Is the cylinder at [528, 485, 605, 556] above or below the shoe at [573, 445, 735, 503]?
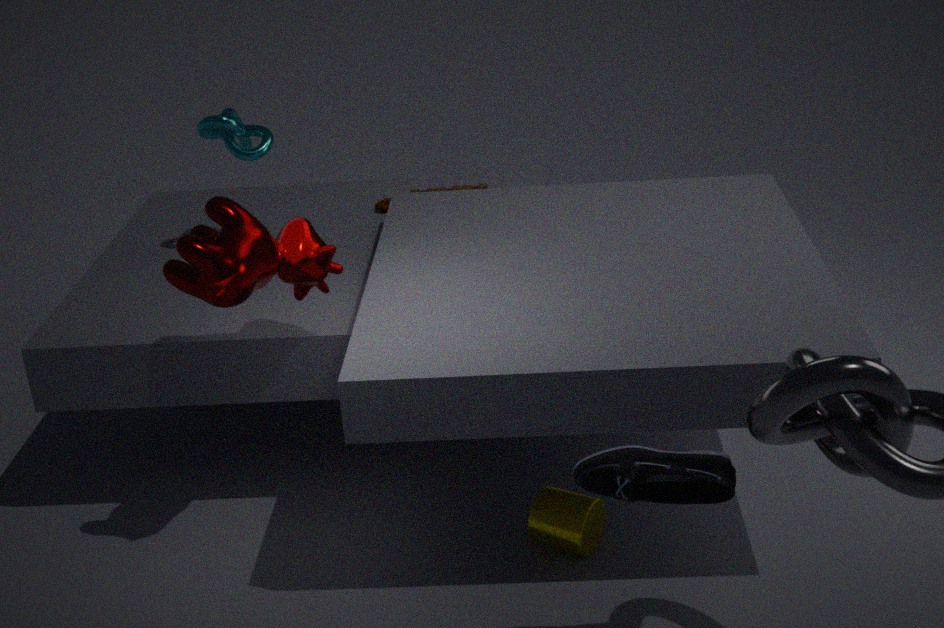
below
